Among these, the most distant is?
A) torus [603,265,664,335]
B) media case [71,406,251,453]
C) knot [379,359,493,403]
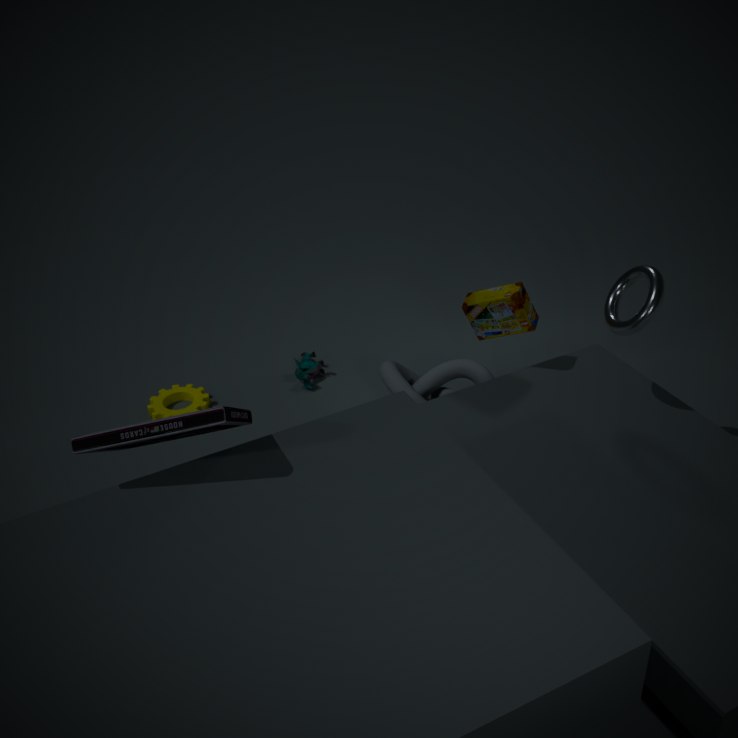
knot [379,359,493,403]
